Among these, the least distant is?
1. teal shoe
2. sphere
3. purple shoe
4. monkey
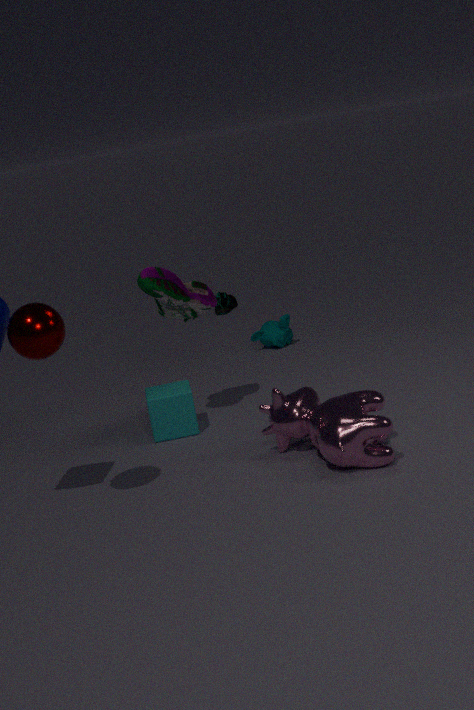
sphere
